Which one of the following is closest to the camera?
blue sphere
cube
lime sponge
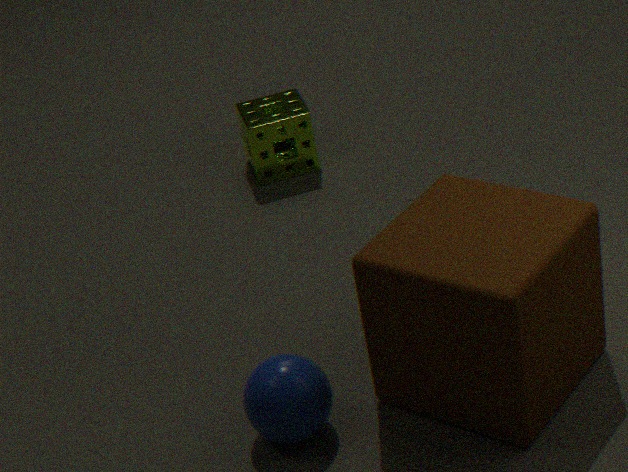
cube
